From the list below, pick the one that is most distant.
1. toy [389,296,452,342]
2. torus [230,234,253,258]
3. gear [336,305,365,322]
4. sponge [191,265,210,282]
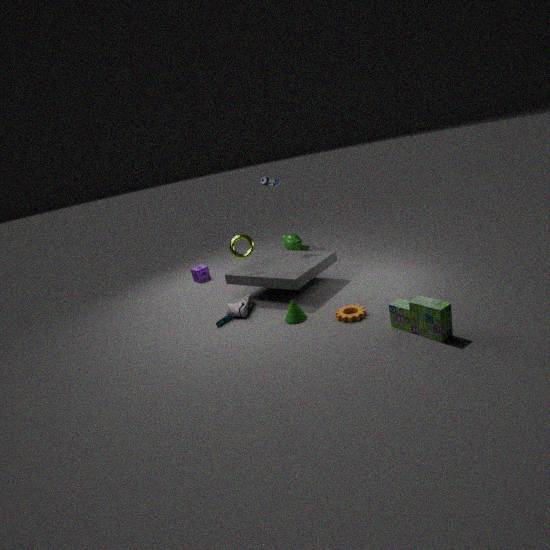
sponge [191,265,210,282]
